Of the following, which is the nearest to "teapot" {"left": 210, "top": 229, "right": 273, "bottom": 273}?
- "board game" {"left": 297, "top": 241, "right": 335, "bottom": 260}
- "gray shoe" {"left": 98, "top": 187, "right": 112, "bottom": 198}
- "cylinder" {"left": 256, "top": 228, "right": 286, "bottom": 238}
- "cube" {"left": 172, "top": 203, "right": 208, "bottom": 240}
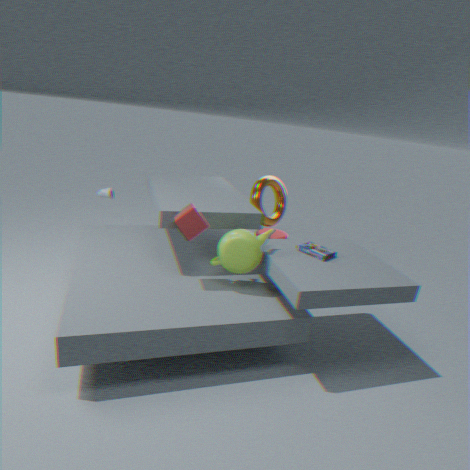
"cube" {"left": 172, "top": 203, "right": 208, "bottom": 240}
